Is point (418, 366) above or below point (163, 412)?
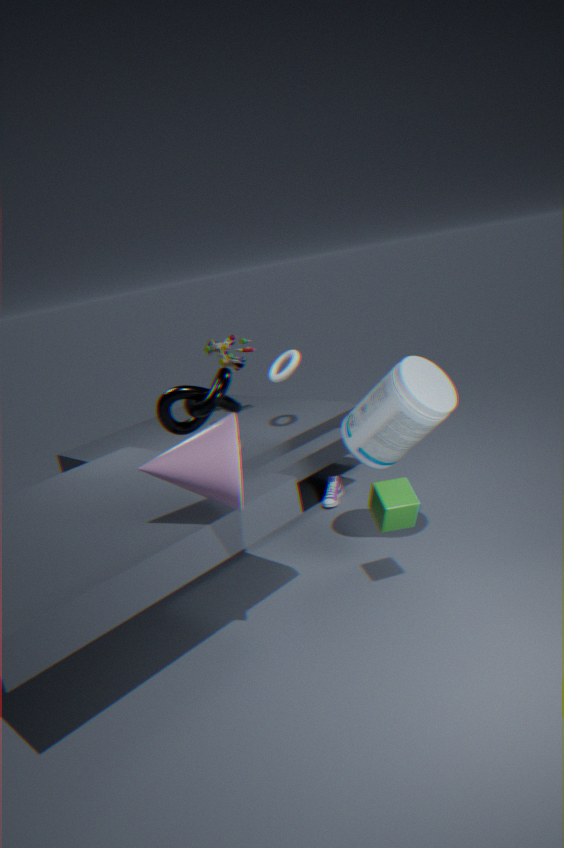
below
